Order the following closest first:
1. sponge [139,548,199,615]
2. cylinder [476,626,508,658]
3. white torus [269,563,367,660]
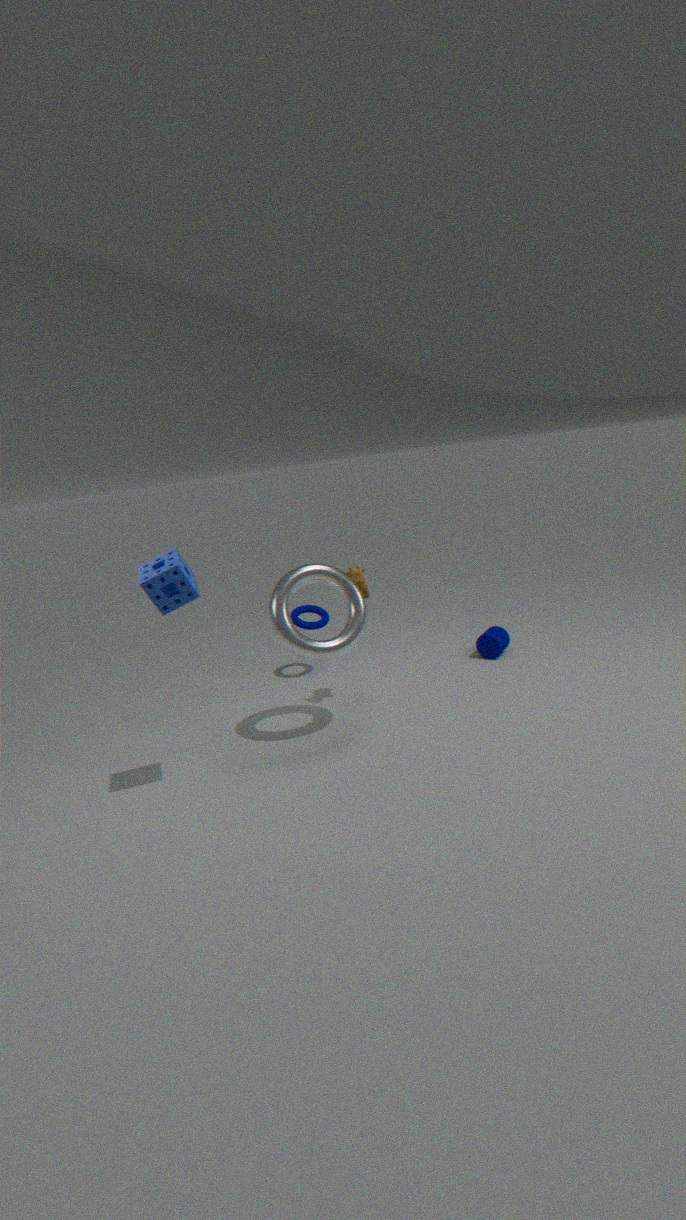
1. sponge [139,548,199,615]
2. white torus [269,563,367,660]
3. cylinder [476,626,508,658]
